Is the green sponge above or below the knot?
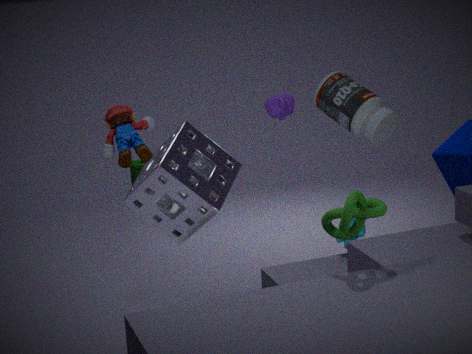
below
